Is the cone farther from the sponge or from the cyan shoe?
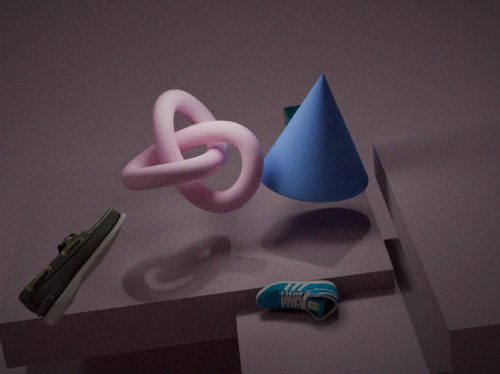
the sponge
